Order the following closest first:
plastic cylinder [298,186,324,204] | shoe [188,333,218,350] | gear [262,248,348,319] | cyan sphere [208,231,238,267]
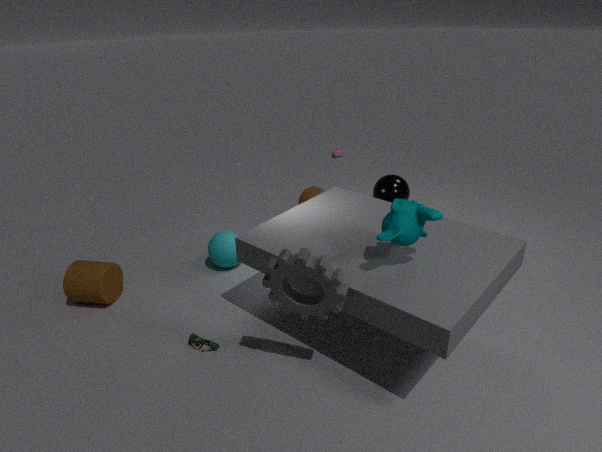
gear [262,248,348,319] → shoe [188,333,218,350] → cyan sphere [208,231,238,267] → plastic cylinder [298,186,324,204]
